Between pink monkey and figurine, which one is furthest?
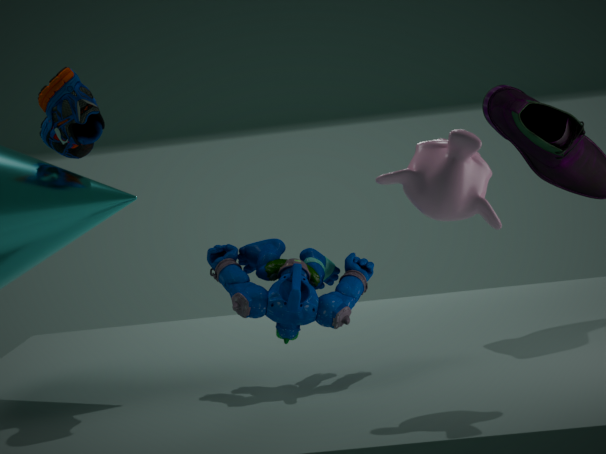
figurine
